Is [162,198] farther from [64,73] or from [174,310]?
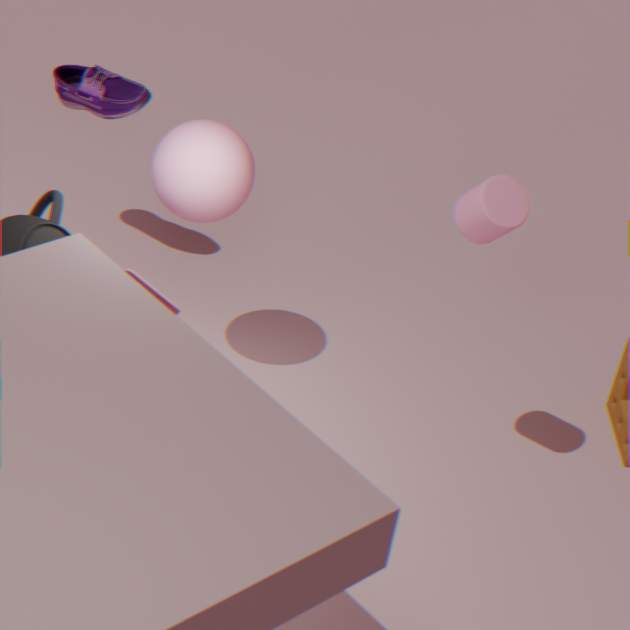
[64,73]
